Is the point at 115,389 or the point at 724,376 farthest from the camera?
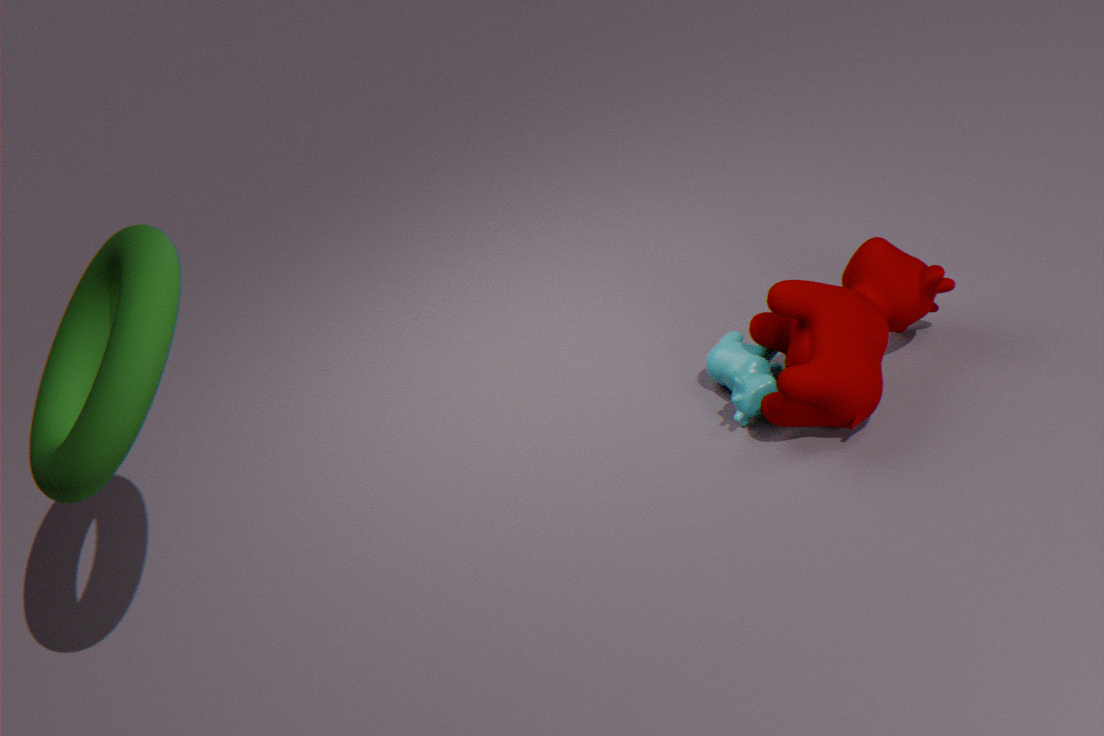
the point at 724,376
